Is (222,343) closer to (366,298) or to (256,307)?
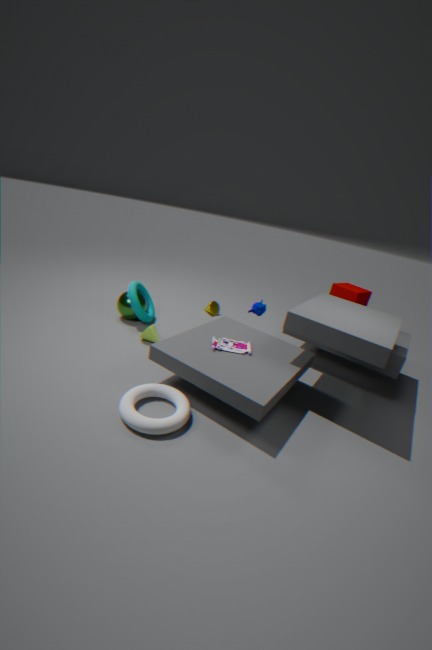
(256,307)
